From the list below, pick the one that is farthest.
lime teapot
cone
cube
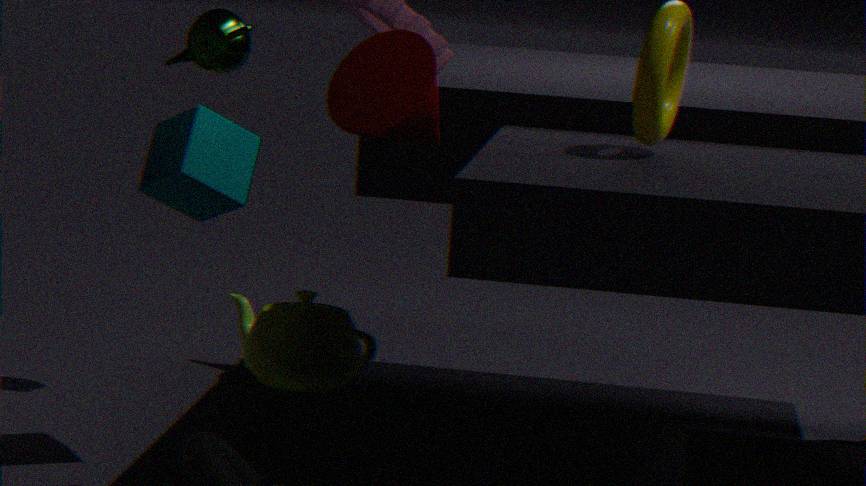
lime teapot
